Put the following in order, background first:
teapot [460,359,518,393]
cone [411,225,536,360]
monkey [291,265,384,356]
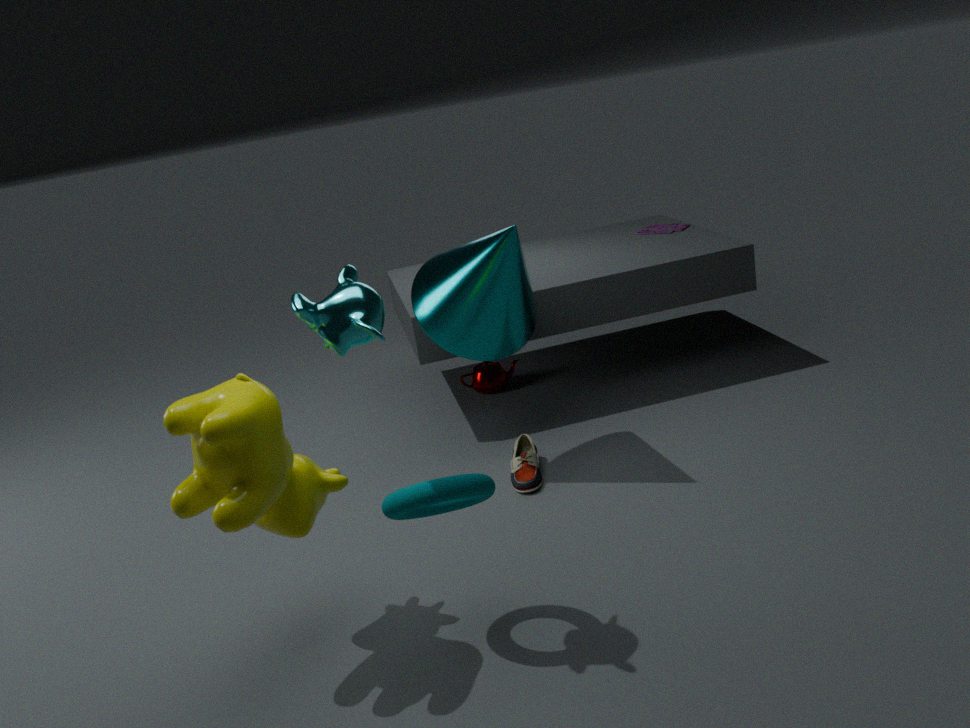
teapot [460,359,518,393] < cone [411,225,536,360] < monkey [291,265,384,356]
